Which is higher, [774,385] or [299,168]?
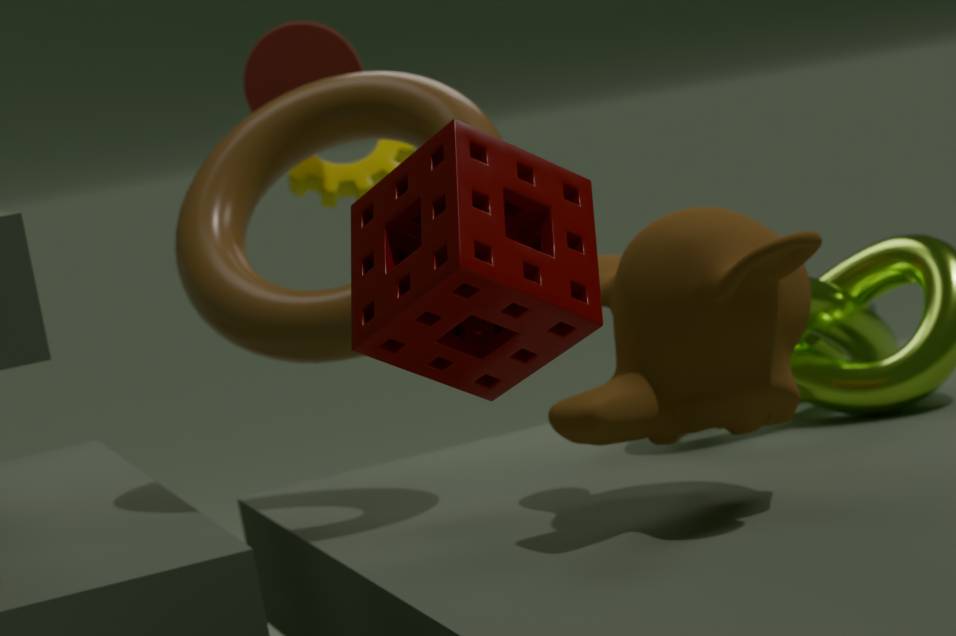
[299,168]
